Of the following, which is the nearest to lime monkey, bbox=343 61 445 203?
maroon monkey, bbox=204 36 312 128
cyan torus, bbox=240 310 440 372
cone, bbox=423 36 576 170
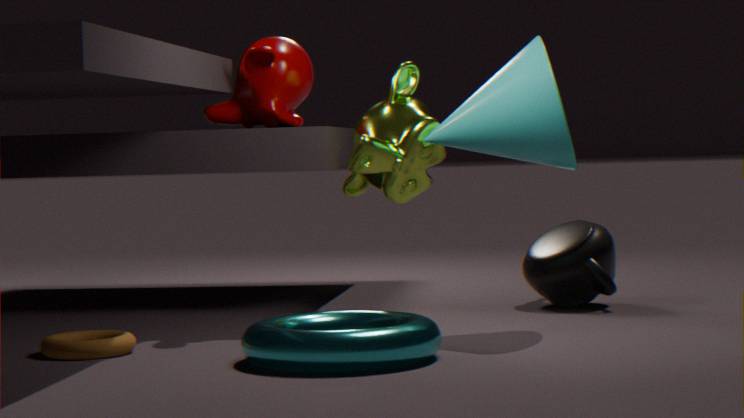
cone, bbox=423 36 576 170
